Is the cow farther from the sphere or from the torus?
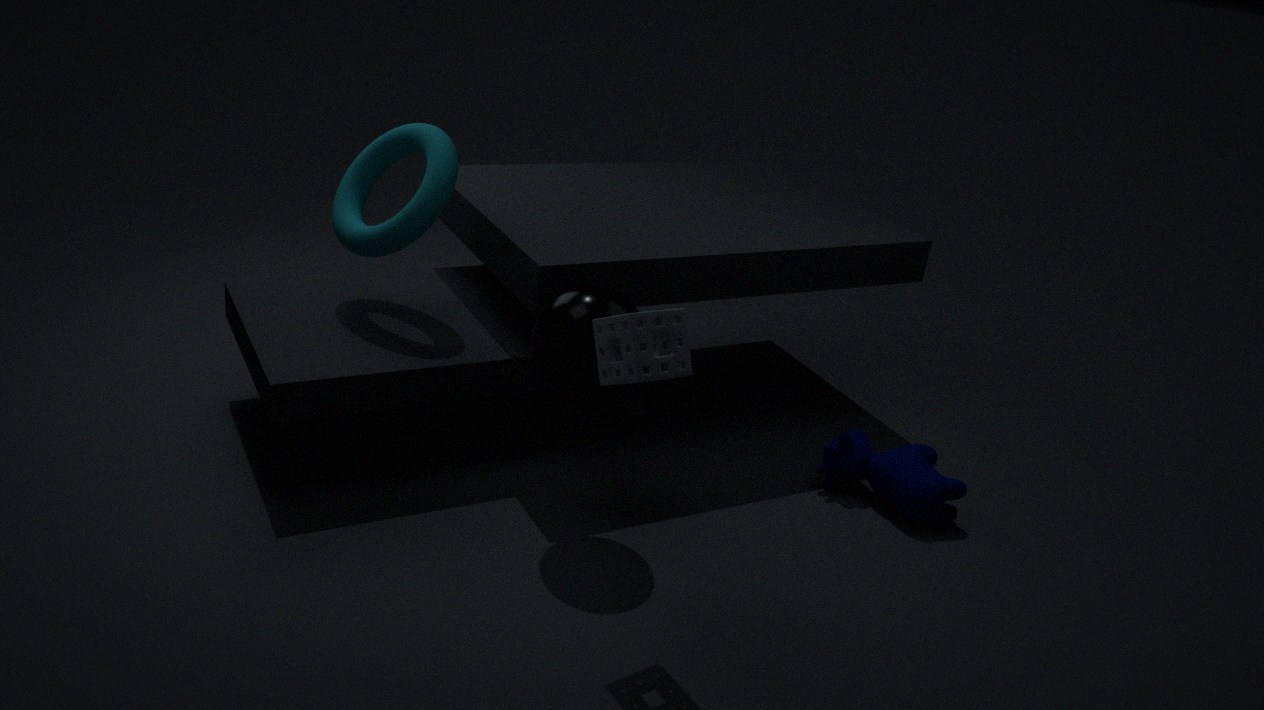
the torus
